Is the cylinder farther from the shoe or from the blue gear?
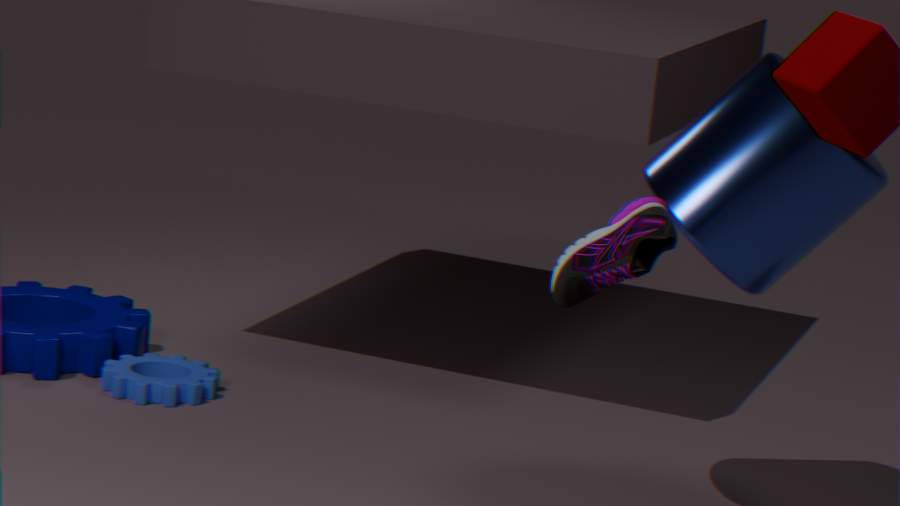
the blue gear
